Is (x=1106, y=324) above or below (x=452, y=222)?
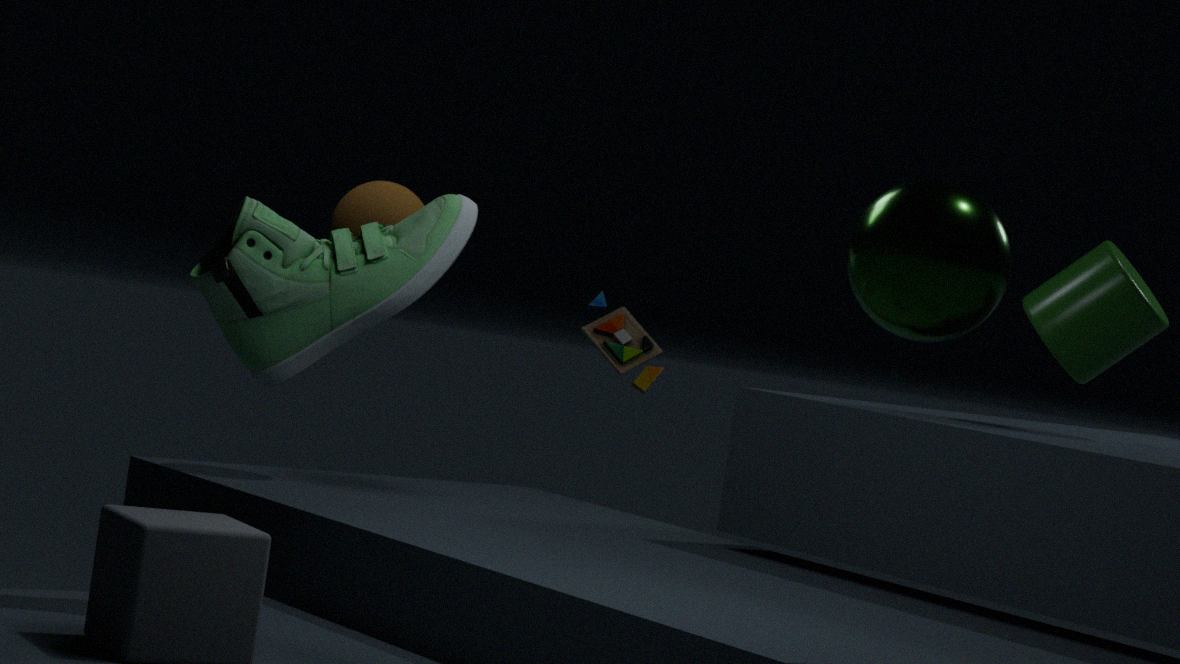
above
